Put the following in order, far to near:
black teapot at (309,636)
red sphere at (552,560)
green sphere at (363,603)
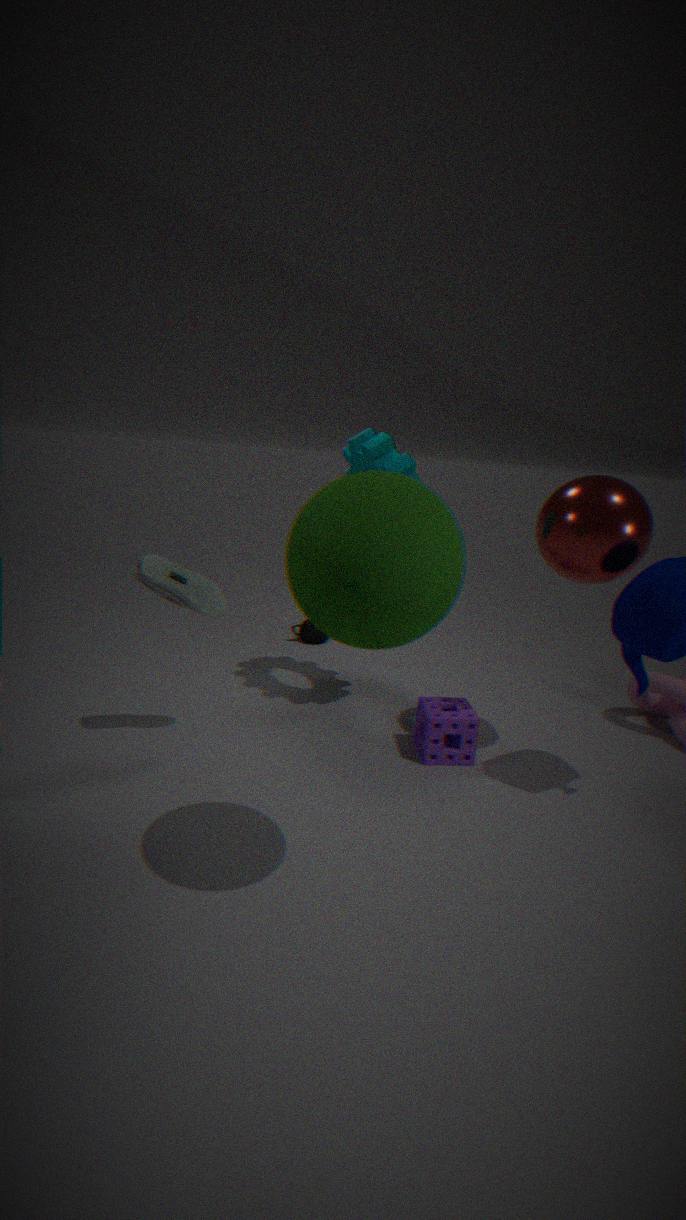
1. black teapot at (309,636)
2. red sphere at (552,560)
3. green sphere at (363,603)
